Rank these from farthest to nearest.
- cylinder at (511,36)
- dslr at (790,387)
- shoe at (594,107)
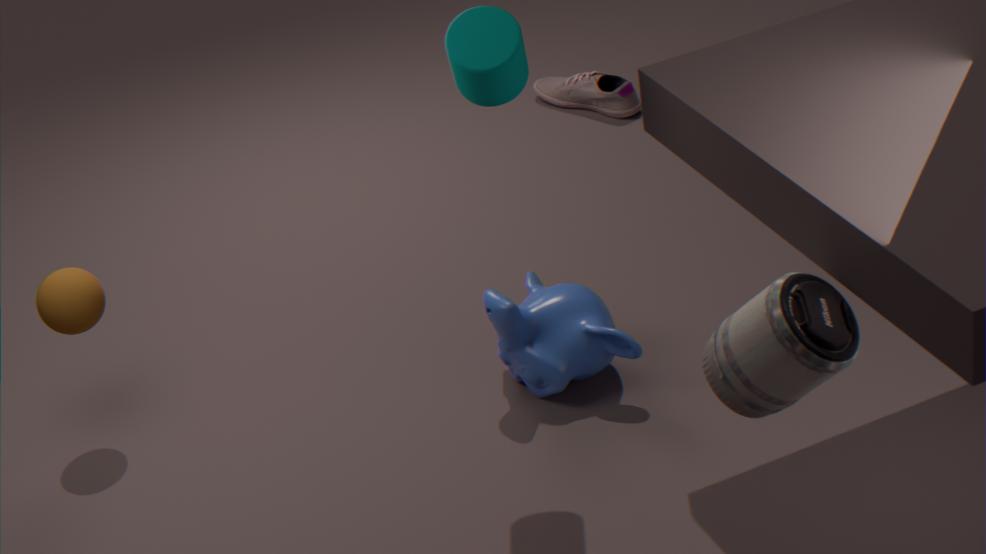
shoe at (594,107)
cylinder at (511,36)
dslr at (790,387)
